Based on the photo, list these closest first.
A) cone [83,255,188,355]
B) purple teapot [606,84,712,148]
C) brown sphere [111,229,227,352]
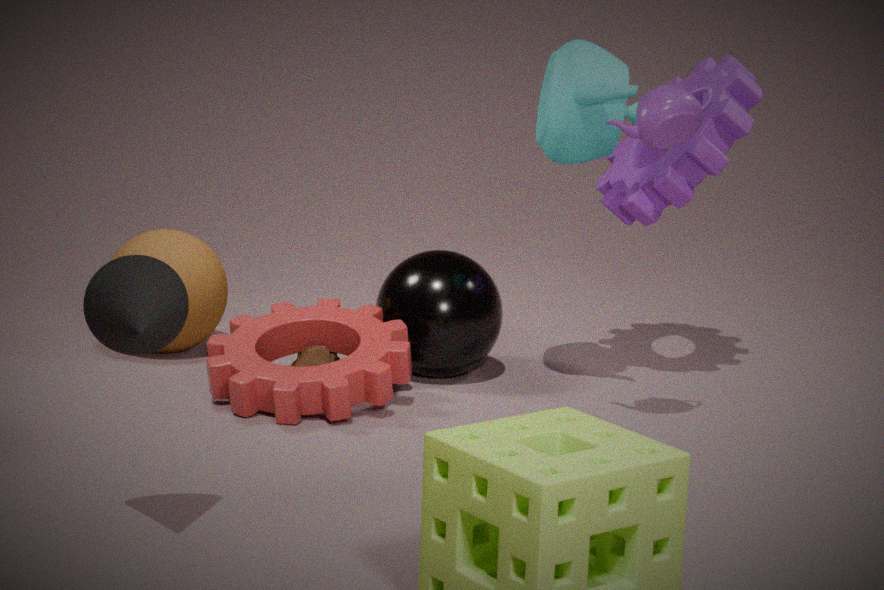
cone [83,255,188,355] → purple teapot [606,84,712,148] → brown sphere [111,229,227,352]
